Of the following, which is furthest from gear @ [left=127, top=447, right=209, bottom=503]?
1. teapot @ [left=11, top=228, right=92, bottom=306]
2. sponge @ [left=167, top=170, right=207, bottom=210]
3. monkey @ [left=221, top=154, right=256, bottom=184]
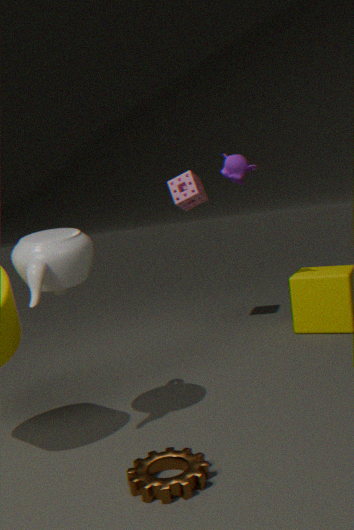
sponge @ [left=167, top=170, right=207, bottom=210]
